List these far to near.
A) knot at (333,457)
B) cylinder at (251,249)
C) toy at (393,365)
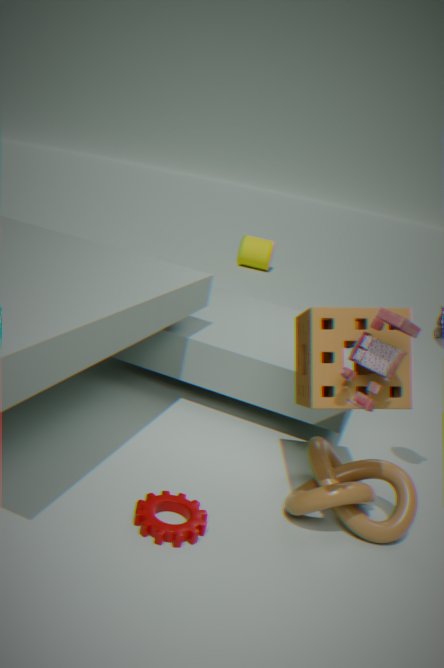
cylinder at (251,249), knot at (333,457), toy at (393,365)
